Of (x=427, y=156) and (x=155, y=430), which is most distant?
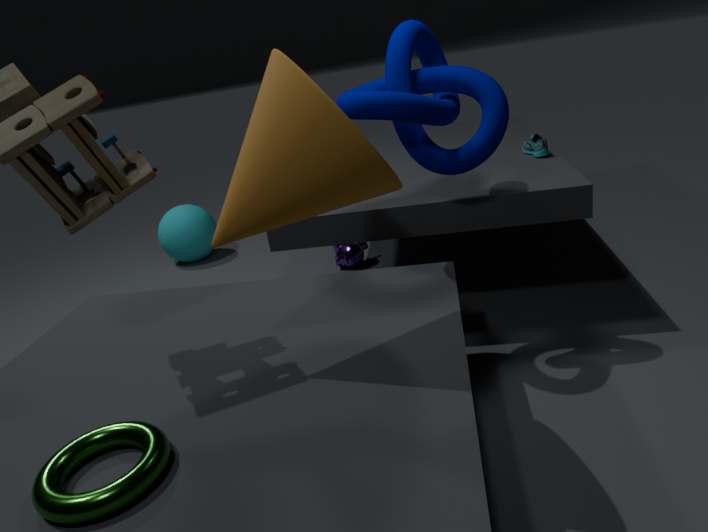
(x=427, y=156)
